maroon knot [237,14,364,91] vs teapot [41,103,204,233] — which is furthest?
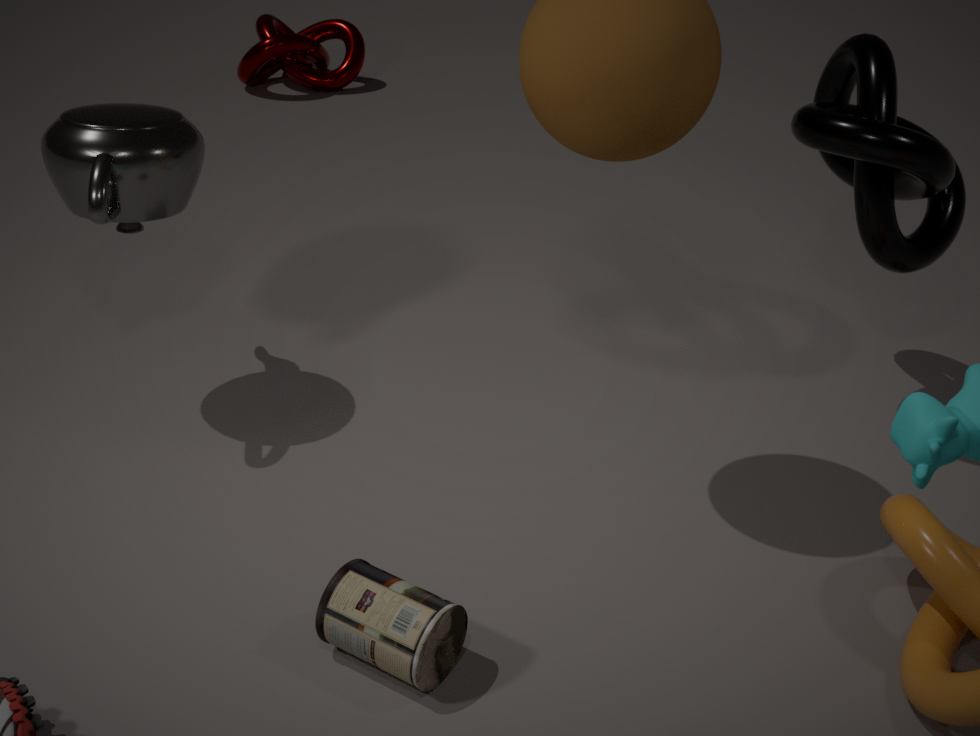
maroon knot [237,14,364,91]
